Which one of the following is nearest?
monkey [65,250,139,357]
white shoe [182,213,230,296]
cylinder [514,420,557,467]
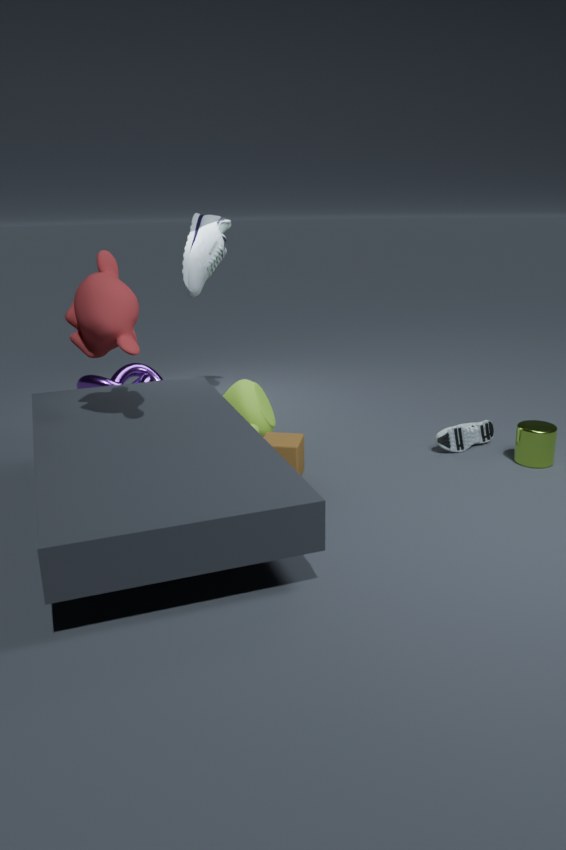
monkey [65,250,139,357]
